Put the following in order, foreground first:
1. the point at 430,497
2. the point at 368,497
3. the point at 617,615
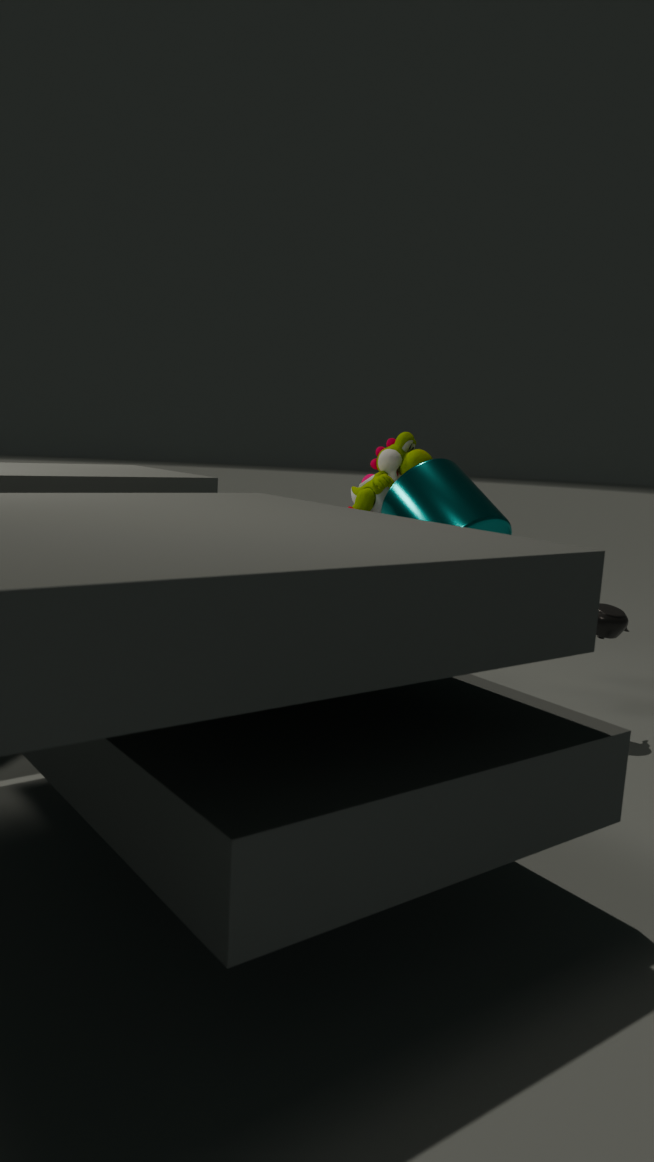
1. the point at 430,497
2. the point at 617,615
3. the point at 368,497
